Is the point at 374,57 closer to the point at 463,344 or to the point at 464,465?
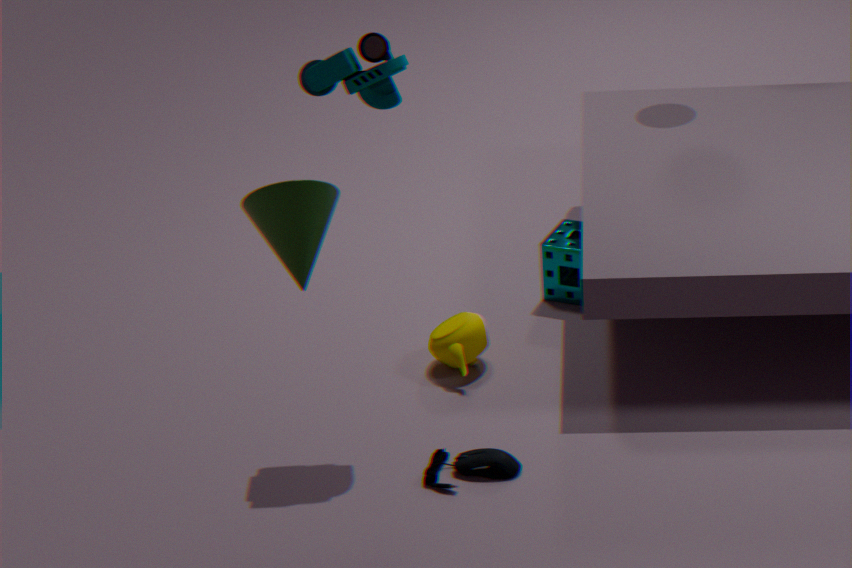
the point at 463,344
